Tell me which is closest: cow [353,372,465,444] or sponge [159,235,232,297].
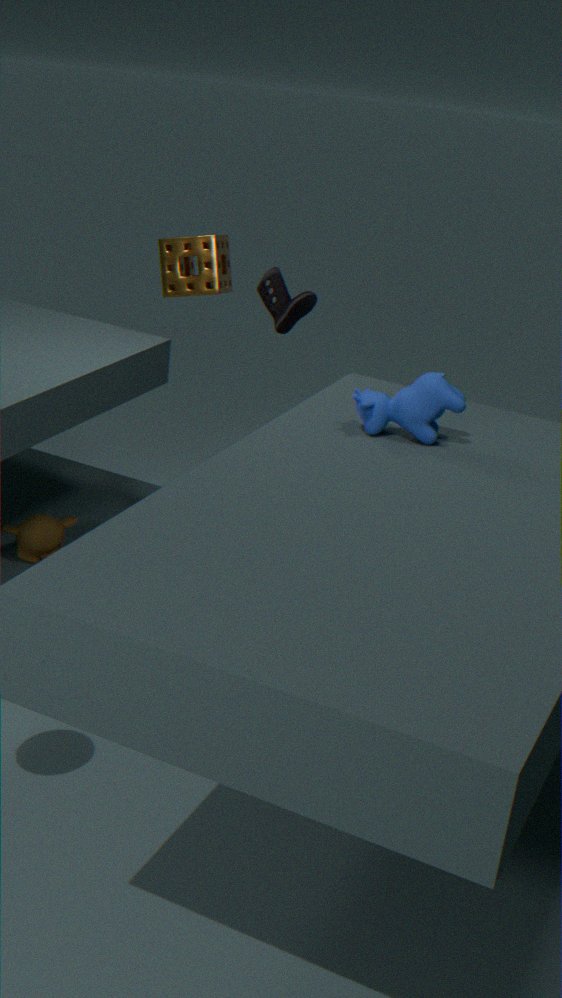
cow [353,372,465,444]
